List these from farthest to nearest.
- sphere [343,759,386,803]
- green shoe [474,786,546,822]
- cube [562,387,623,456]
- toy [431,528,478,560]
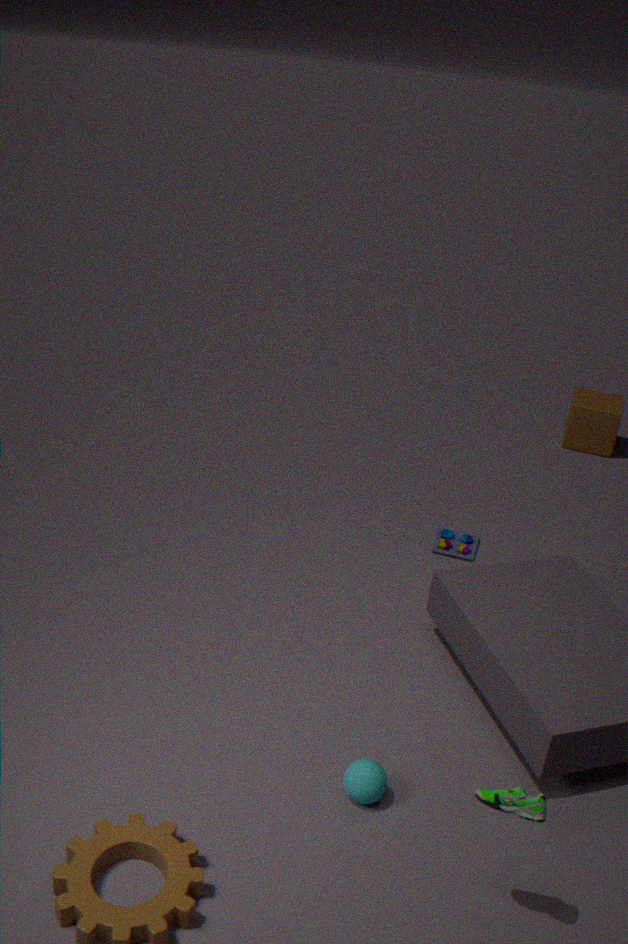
cube [562,387,623,456]
toy [431,528,478,560]
sphere [343,759,386,803]
green shoe [474,786,546,822]
